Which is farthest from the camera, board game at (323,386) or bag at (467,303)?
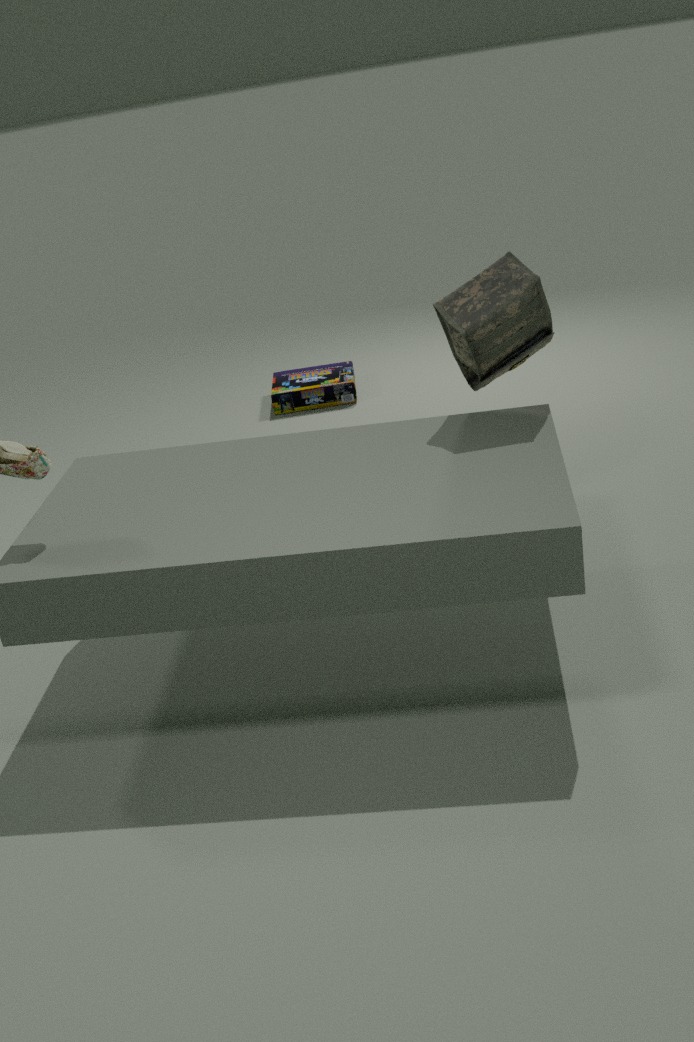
board game at (323,386)
